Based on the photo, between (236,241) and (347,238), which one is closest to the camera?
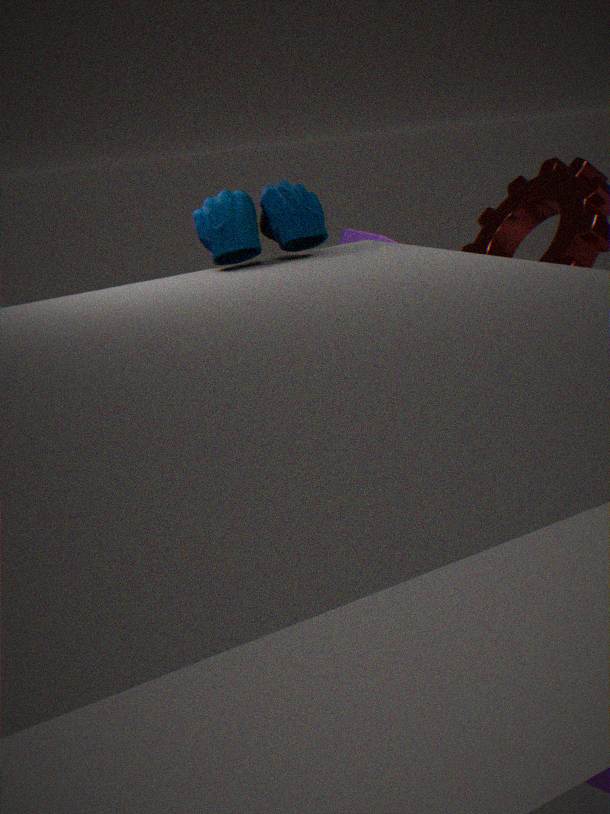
(236,241)
